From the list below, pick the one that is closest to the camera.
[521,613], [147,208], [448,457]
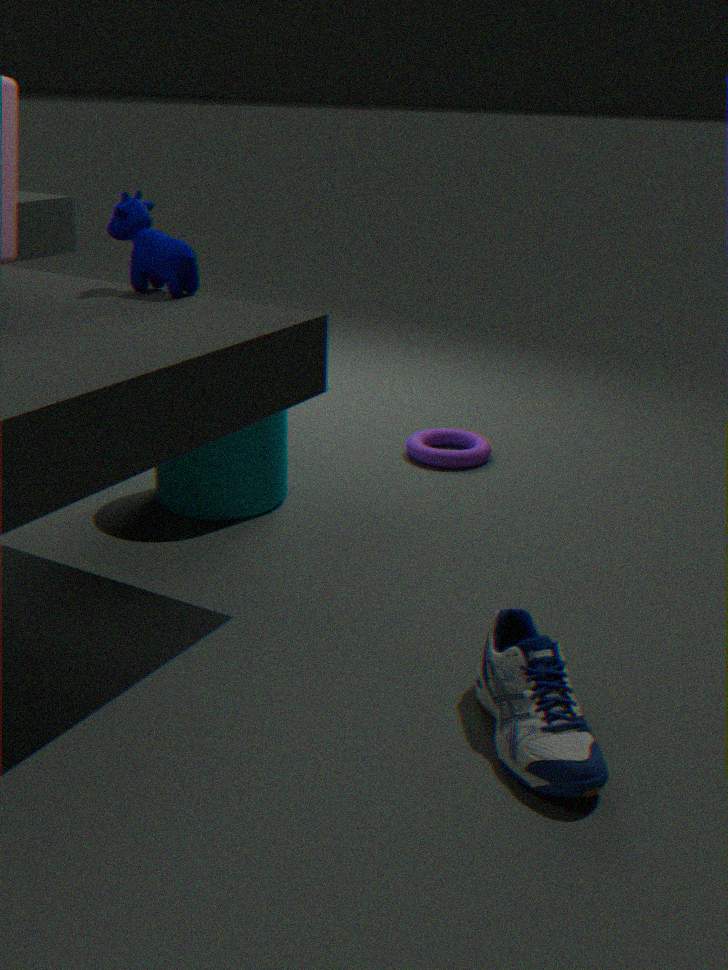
[521,613]
